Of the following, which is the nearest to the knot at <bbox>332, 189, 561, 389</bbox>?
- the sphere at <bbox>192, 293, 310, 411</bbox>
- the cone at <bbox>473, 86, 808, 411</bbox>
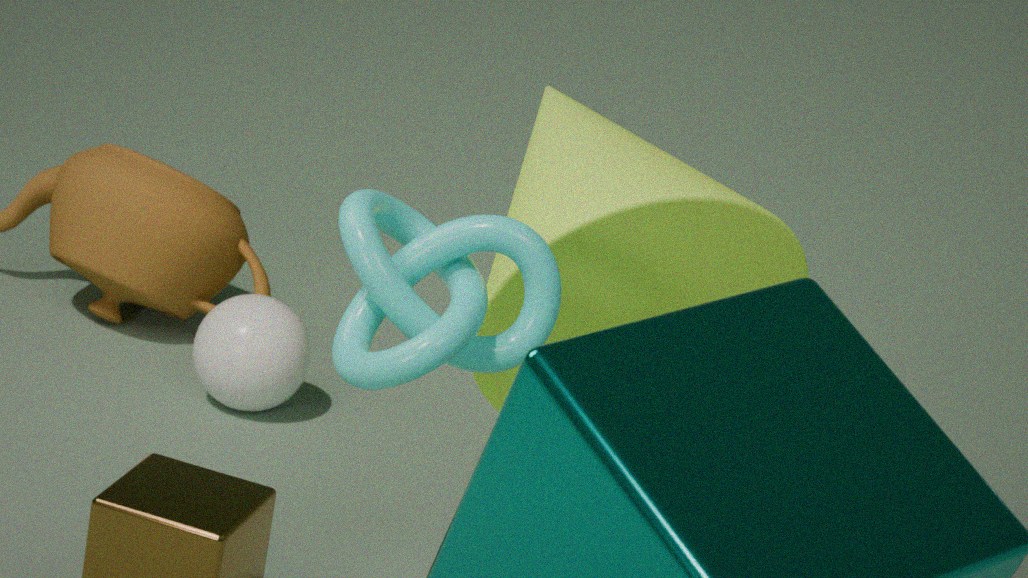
the cone at <bbox>473, 86, 808, 411</bbox>
